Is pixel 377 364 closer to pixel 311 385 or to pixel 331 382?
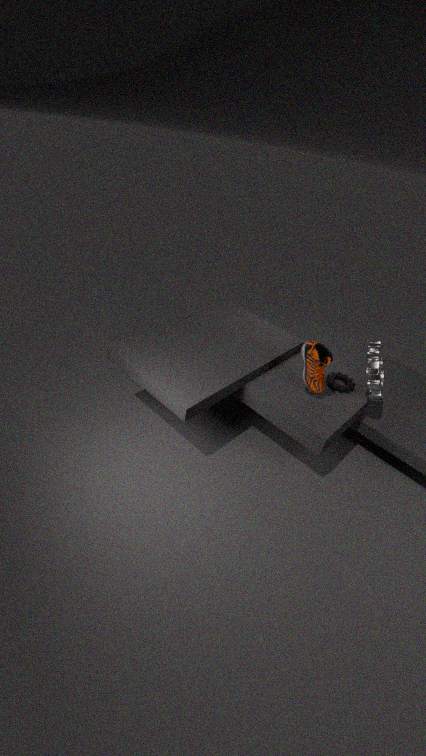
pixel 331 382
